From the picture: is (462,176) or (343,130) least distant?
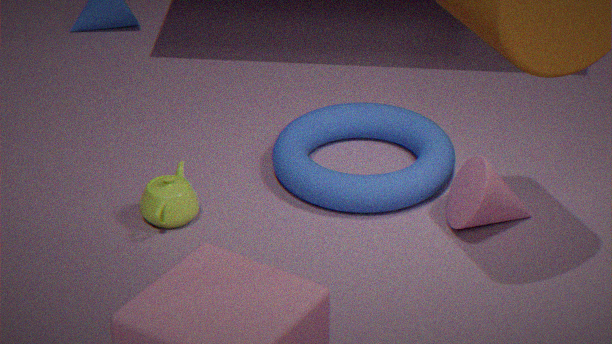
(462,176)
